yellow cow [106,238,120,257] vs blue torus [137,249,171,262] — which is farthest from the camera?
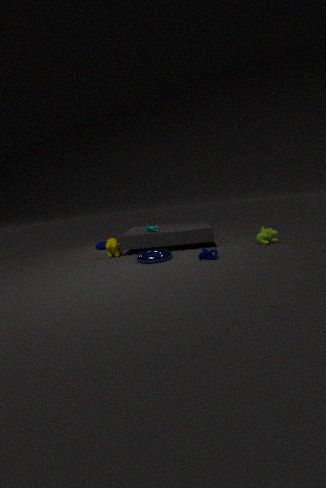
yellow cow [106,238,120,257]
